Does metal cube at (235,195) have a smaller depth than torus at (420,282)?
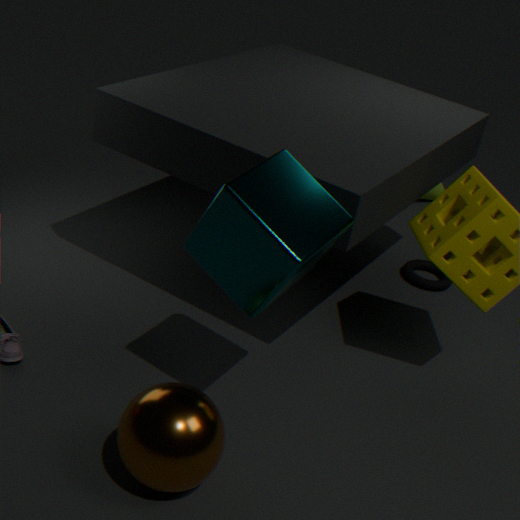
Yes
